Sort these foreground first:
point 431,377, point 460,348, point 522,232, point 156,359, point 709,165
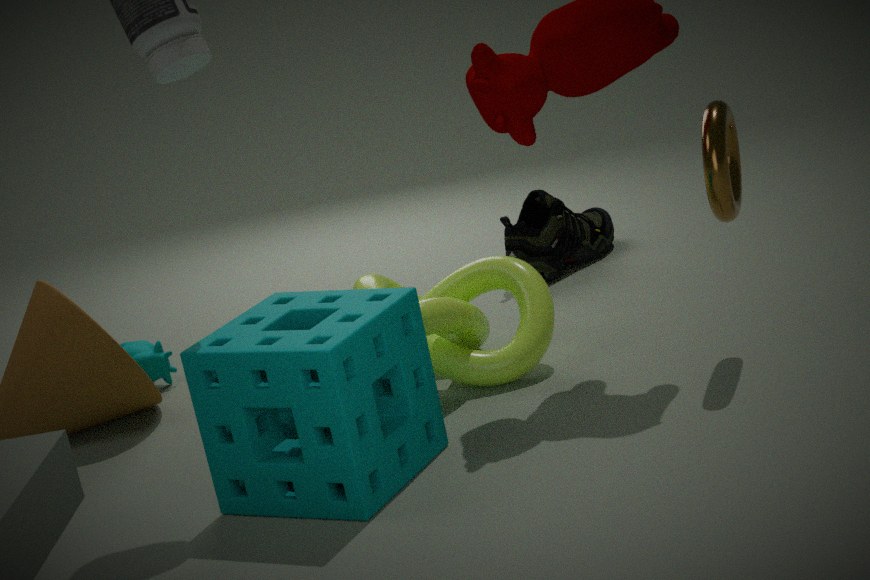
point 431,377, point 709,165, point 460,348, point 156,359, point 522,232
